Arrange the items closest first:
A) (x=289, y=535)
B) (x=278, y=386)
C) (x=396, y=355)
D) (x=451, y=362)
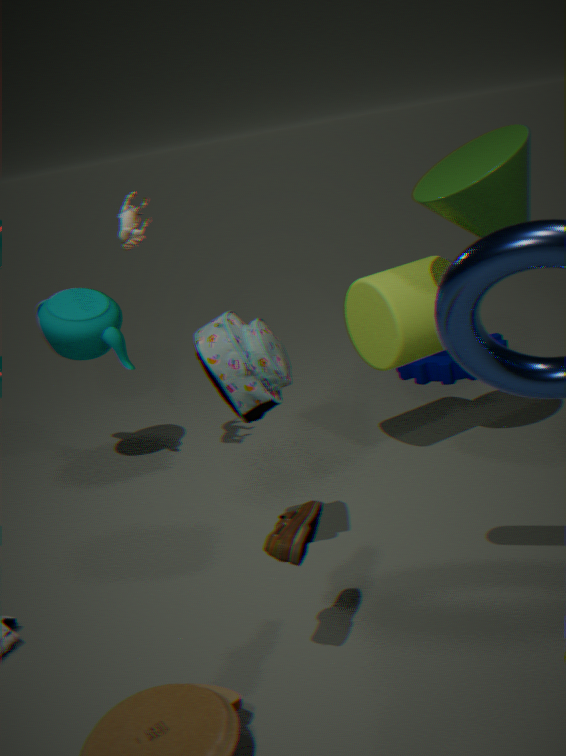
(x=289, y=535) < (x=278, y=386) < (x=396, y=355) < (x=451, y=362)
